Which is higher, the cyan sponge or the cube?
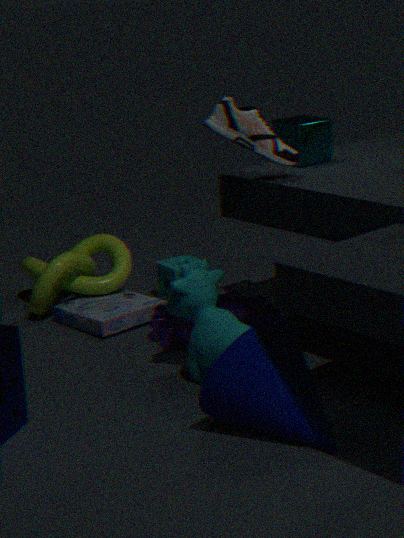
the cube
